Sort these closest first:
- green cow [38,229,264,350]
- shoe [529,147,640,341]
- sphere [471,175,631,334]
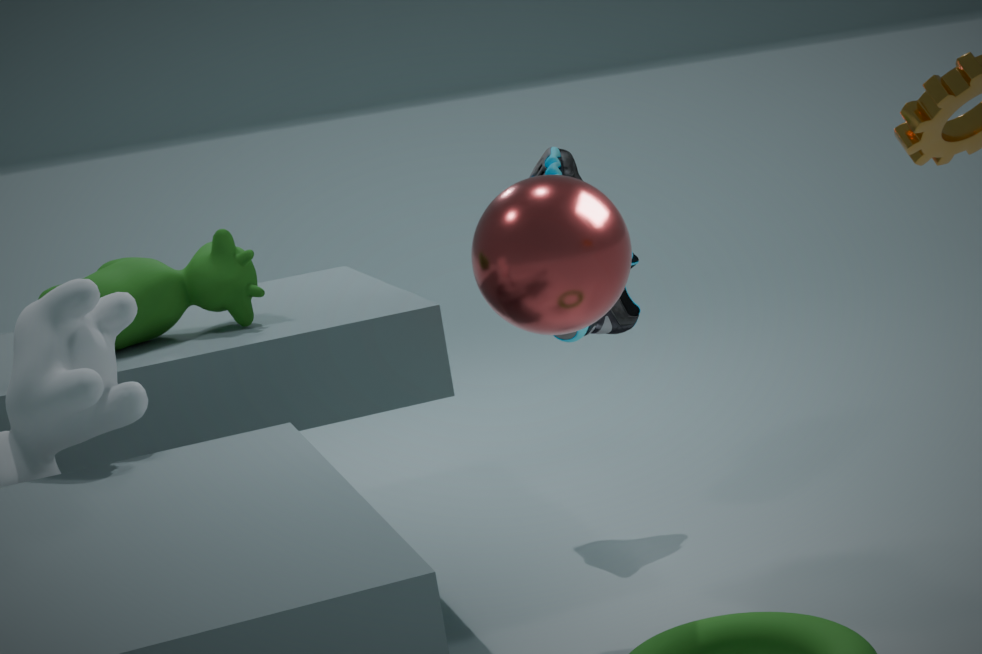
sphere [471,175,631,334], green cow [38,229,264,350], shoe [529,147,640,341]
